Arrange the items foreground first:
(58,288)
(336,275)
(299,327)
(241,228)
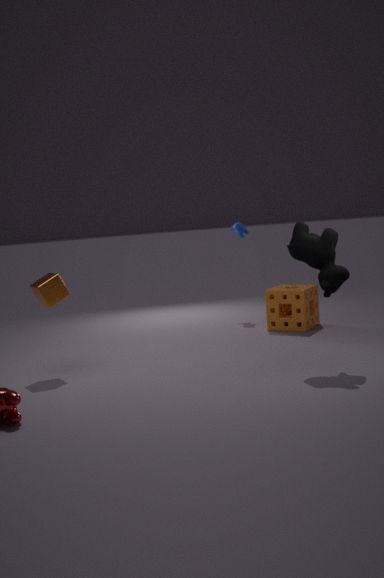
(336,275)
(58,288)
(299,327)
(241,228)
